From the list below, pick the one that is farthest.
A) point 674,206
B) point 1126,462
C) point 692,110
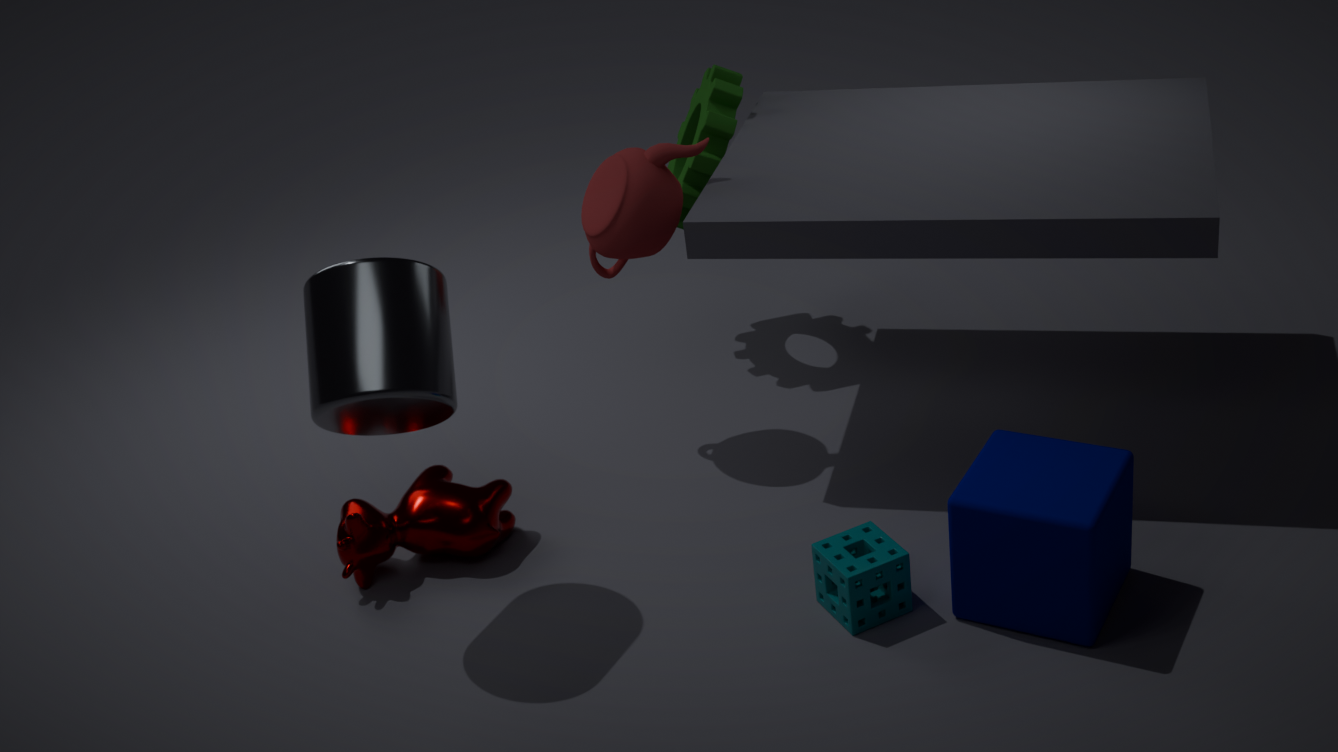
point 692,110
